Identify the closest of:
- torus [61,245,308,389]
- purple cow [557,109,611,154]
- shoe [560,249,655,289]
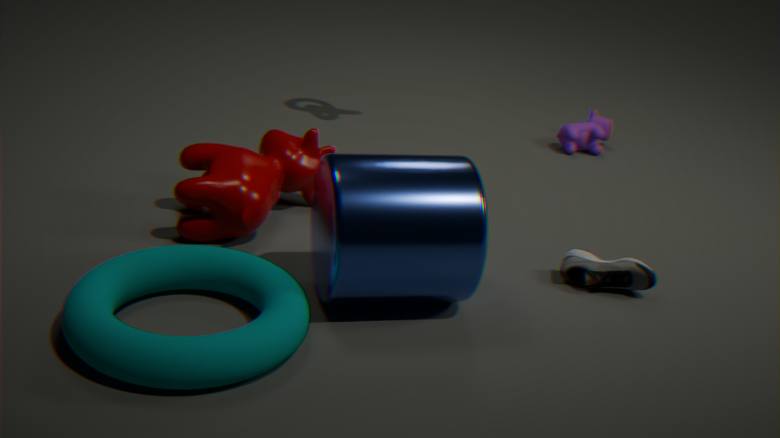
torus [61,245,308,389]
